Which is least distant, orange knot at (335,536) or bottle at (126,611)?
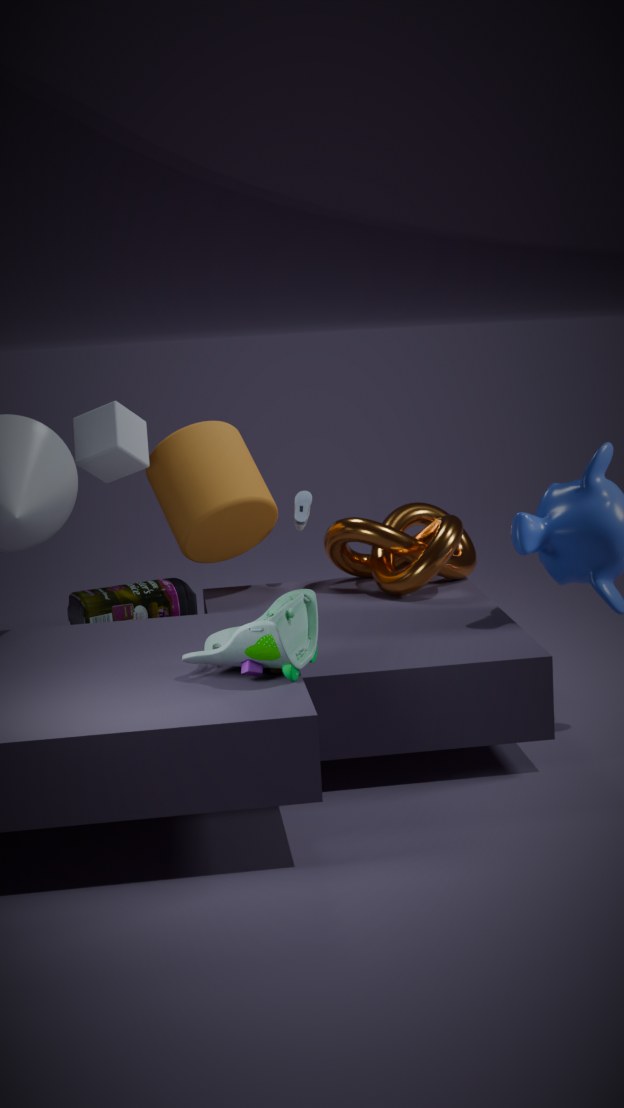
orange knot at (335,536)
